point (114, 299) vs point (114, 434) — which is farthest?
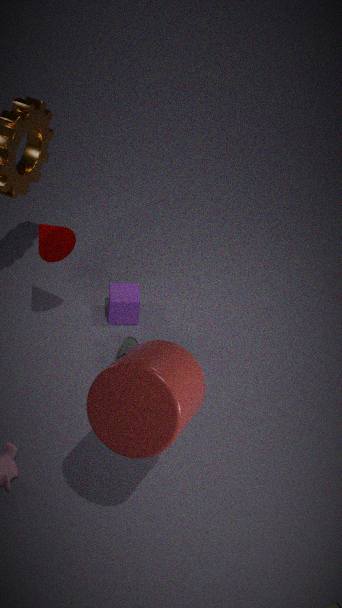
point (114, 299)
